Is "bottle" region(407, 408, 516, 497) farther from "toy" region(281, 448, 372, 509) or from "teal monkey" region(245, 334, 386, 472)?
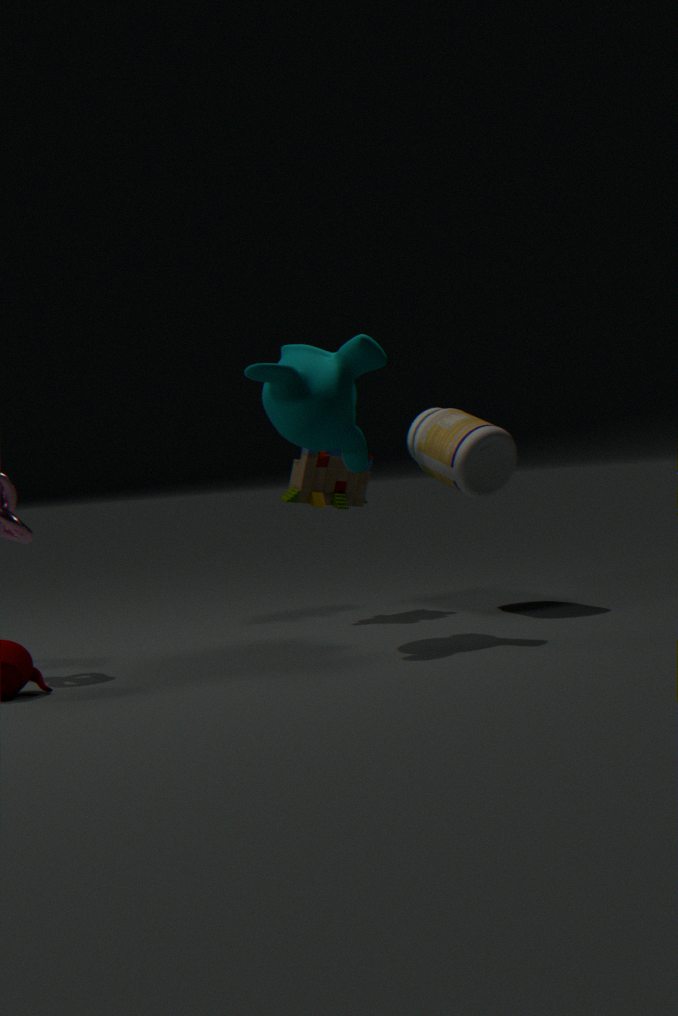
"teal monkey" region(245, 334, 386, 472)
